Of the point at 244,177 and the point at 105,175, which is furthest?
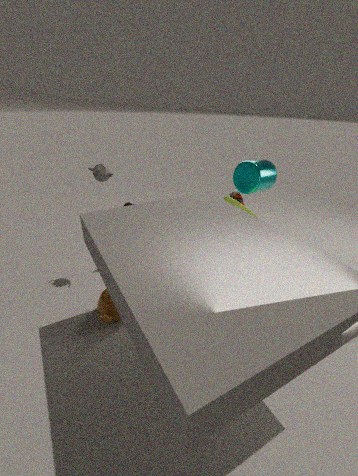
the point at 244,177
